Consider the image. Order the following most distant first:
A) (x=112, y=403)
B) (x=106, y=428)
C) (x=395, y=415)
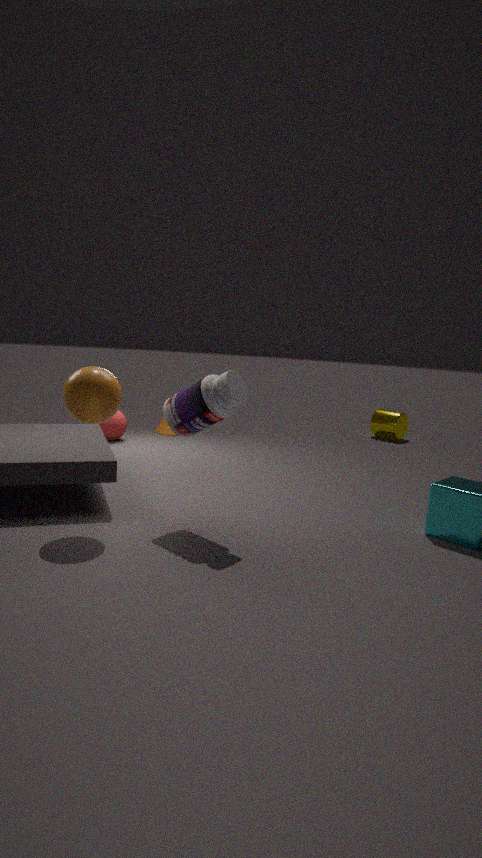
(x=395, y=415) < (x=106, y=428) < (x=112, y=403)
